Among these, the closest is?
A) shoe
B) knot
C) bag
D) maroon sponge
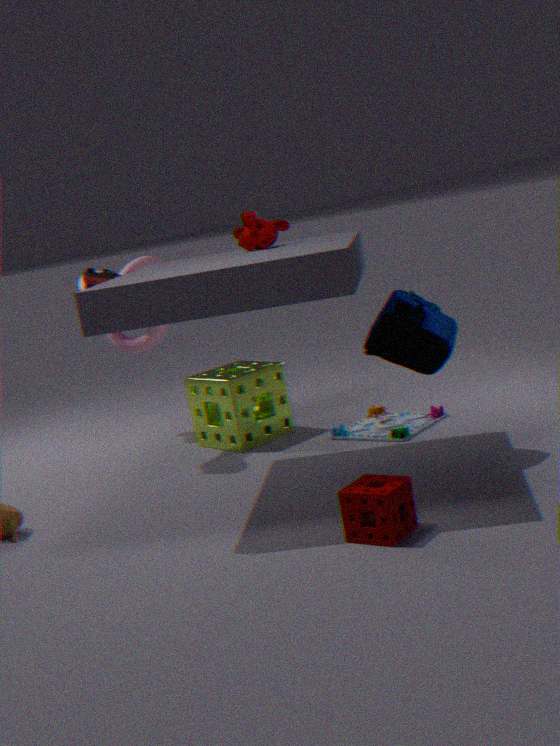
maroon sponge
